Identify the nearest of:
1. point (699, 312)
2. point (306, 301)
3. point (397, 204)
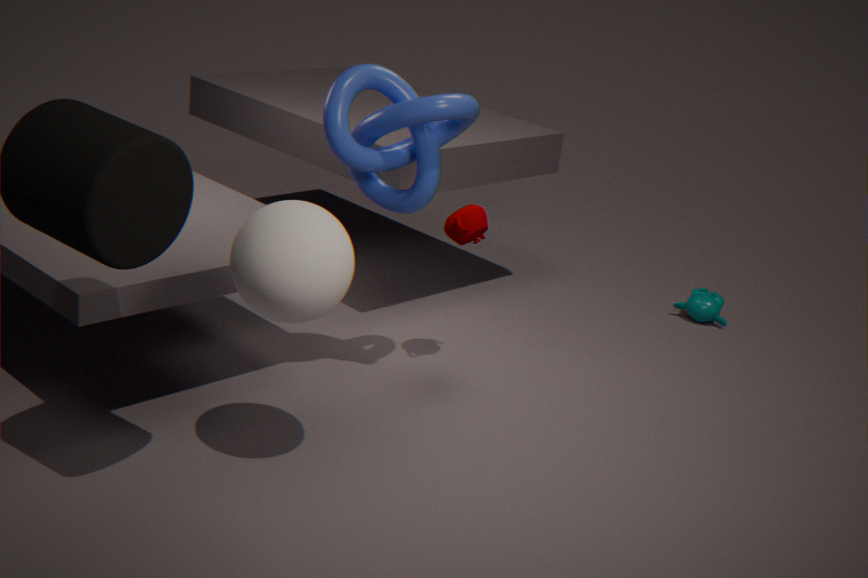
point (306, 301)
